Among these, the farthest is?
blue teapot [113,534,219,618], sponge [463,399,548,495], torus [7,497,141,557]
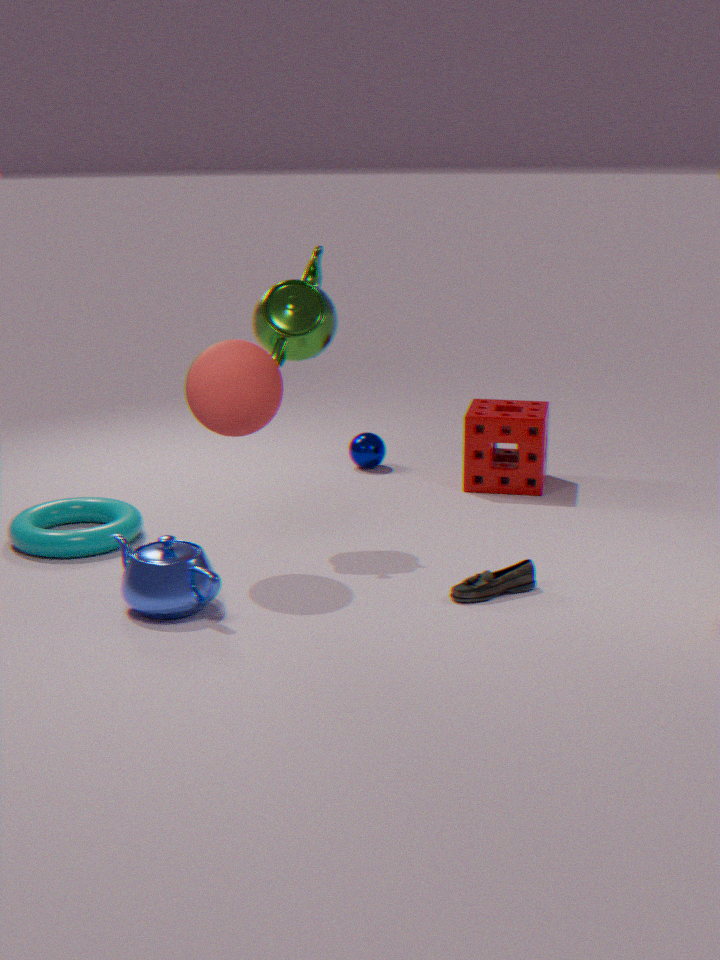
sponge [463,399,548,495]
